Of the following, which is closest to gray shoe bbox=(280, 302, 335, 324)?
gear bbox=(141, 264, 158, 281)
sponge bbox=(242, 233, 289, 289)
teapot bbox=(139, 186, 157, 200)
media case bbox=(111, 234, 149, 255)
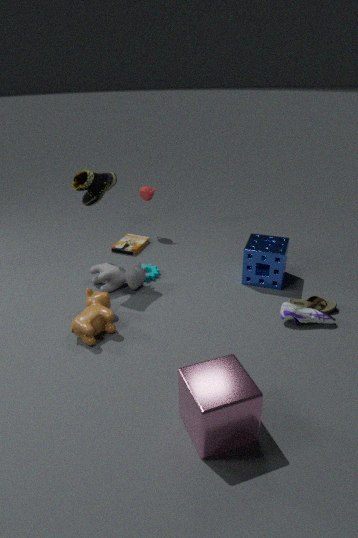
sponge bbox=(242, 233, 289, 289)
